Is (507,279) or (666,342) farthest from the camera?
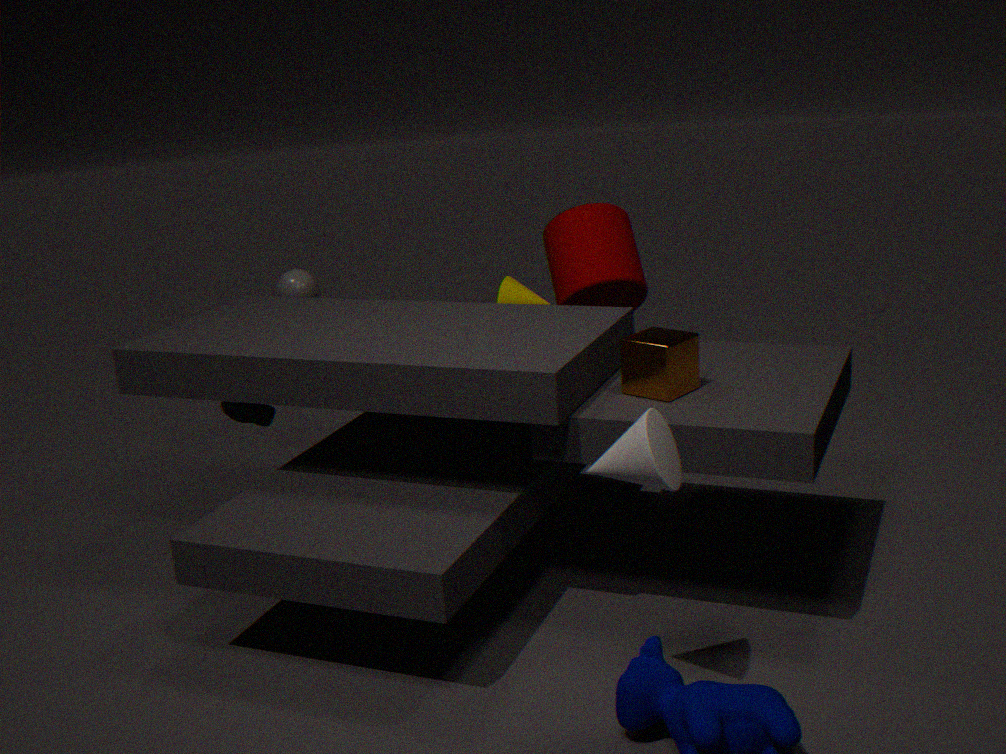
(507,279)
